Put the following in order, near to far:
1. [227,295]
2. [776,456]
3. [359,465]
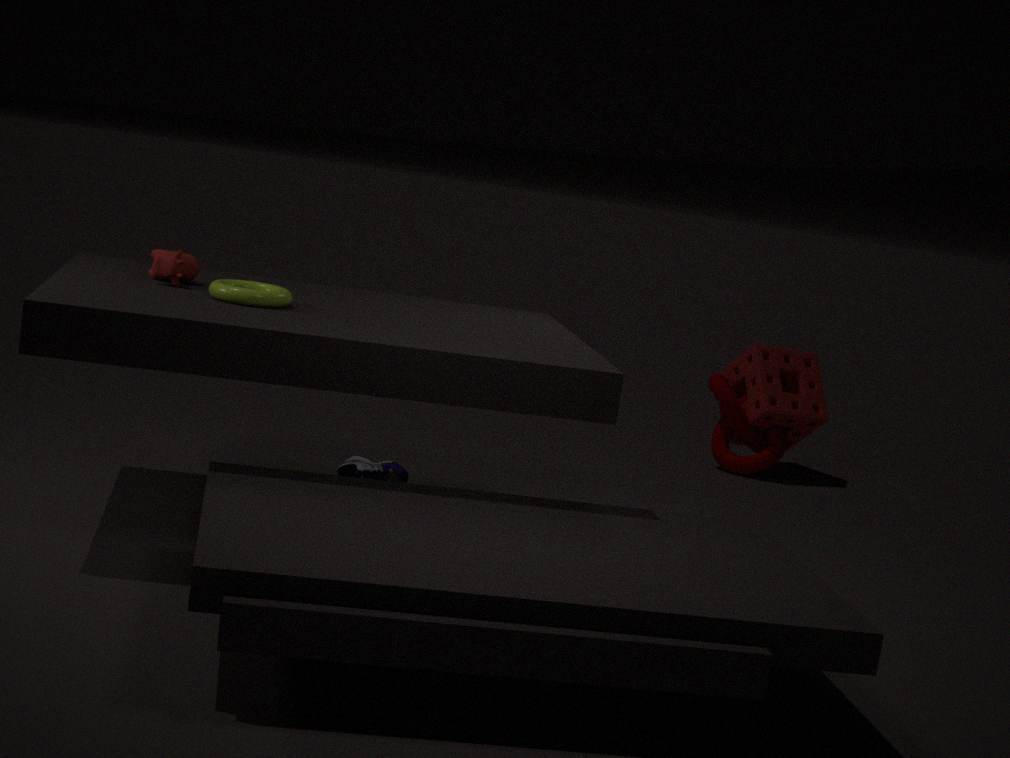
[227,295] → [359,465] → [776,456]
